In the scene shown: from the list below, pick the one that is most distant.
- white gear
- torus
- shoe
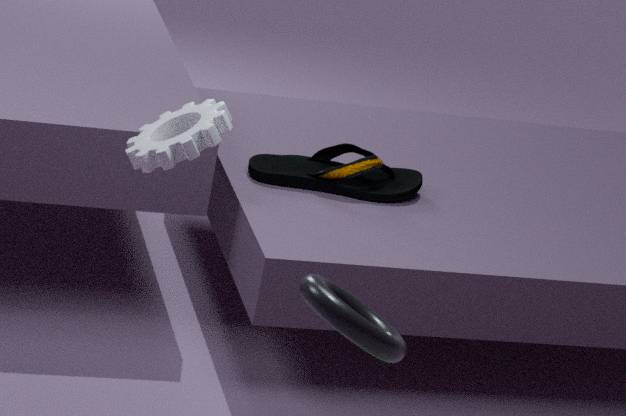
shoe
